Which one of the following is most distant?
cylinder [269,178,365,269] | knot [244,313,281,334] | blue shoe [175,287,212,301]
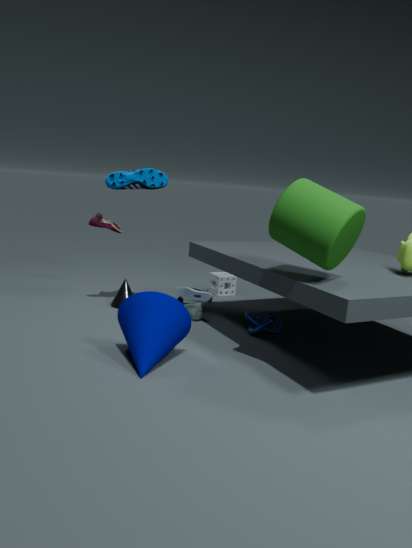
blue shoe [175,287,212,301]
